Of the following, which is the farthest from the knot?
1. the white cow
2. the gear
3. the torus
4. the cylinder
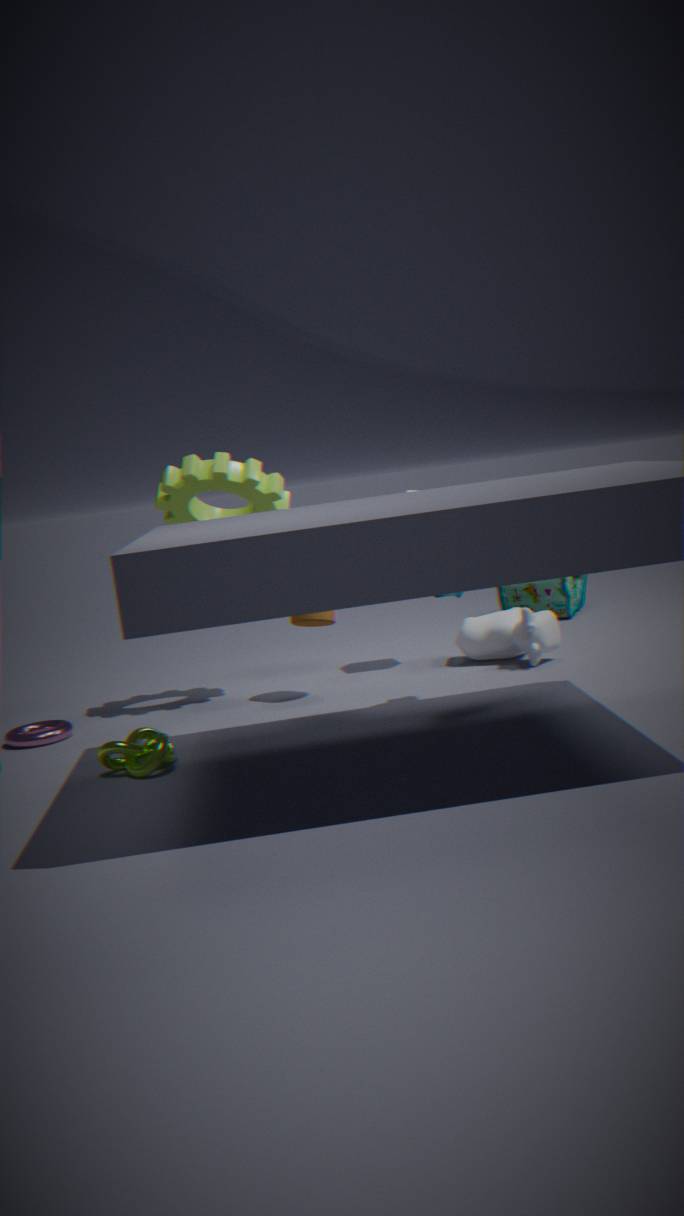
the white cow
